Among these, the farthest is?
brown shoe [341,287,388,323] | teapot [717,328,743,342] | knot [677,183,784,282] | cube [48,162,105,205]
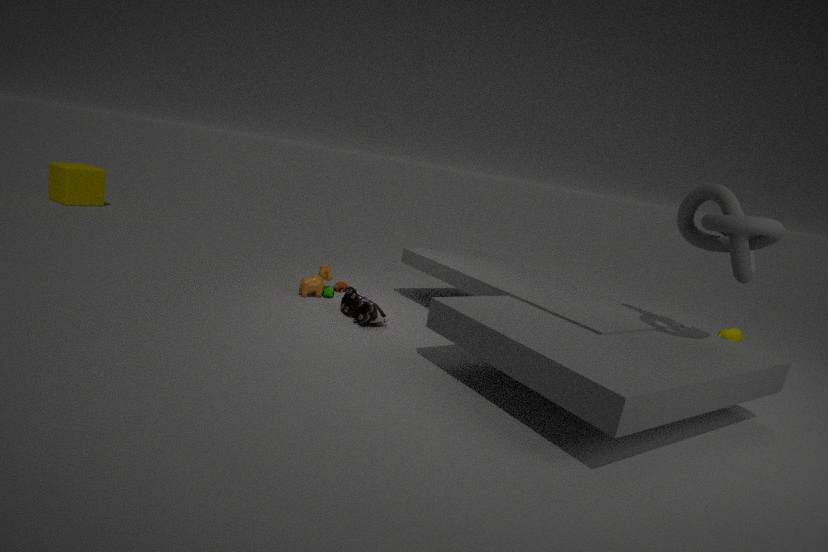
cube [48,162,105,205]
